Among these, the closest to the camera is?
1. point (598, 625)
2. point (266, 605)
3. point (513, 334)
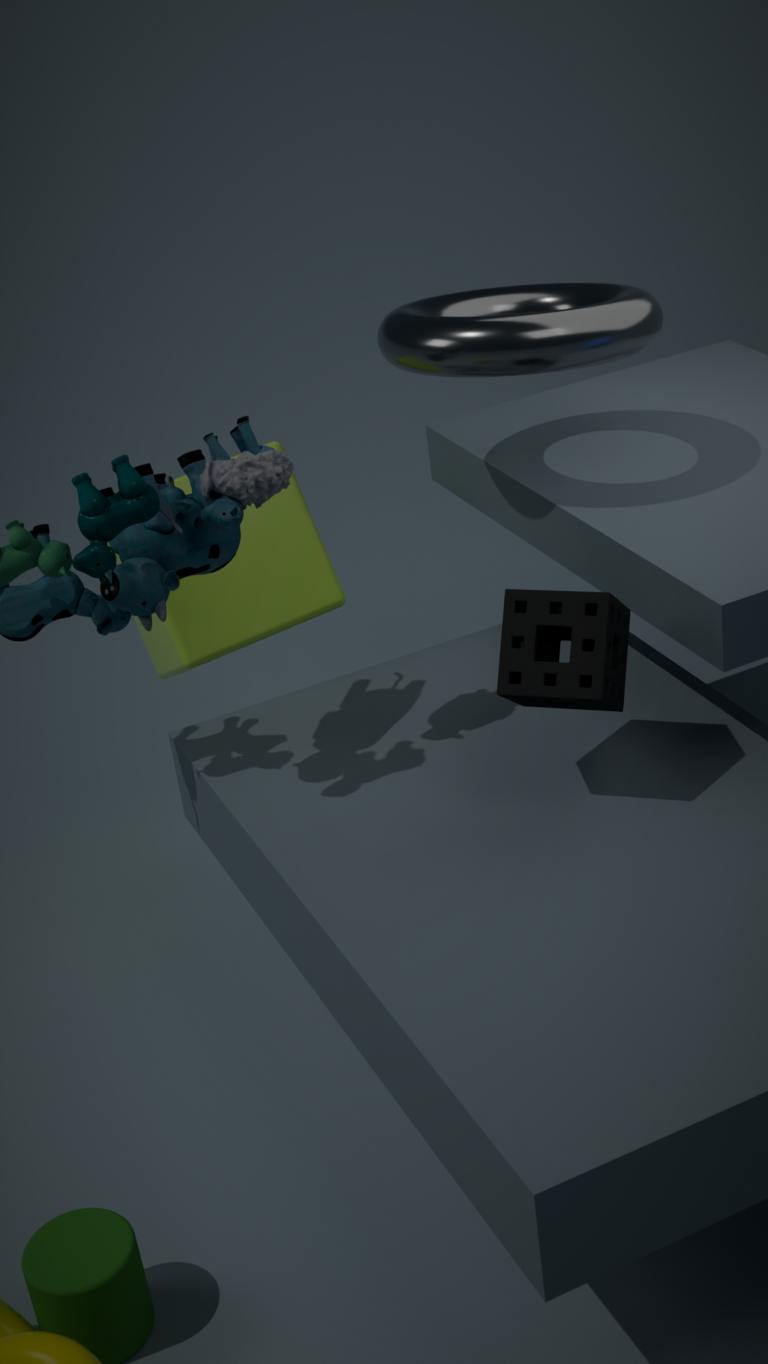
point (598, 625)
